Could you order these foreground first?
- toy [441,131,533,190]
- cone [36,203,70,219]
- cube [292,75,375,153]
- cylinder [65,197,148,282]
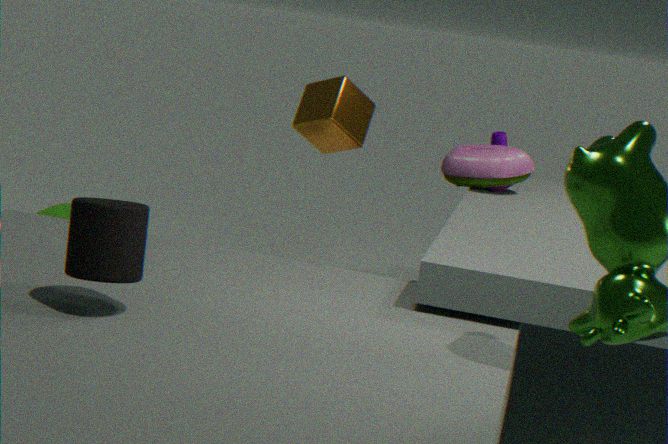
cylinder [65,197,148,282] → cone [36,203,70,219] → cube [292,75,375,153] → toy [441,131,533,190]
